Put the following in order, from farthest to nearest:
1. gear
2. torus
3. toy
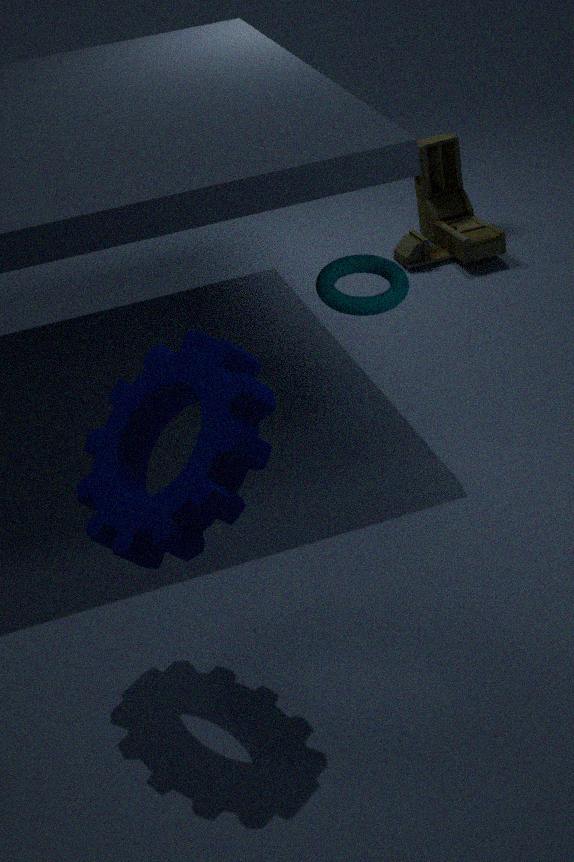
toy → torus → gear
